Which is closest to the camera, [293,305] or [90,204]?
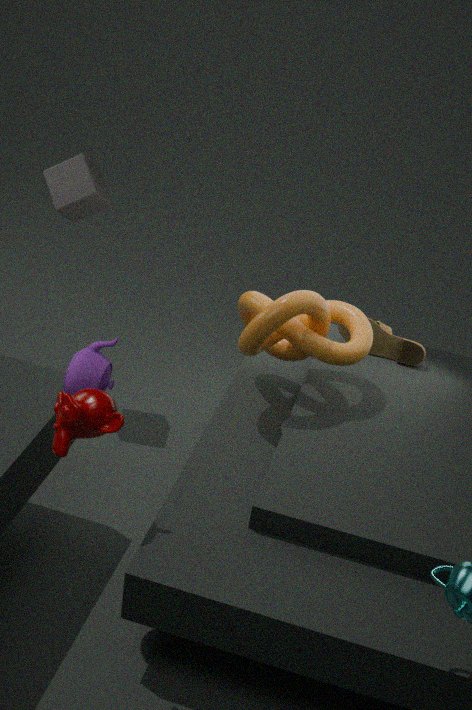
[293,305]
